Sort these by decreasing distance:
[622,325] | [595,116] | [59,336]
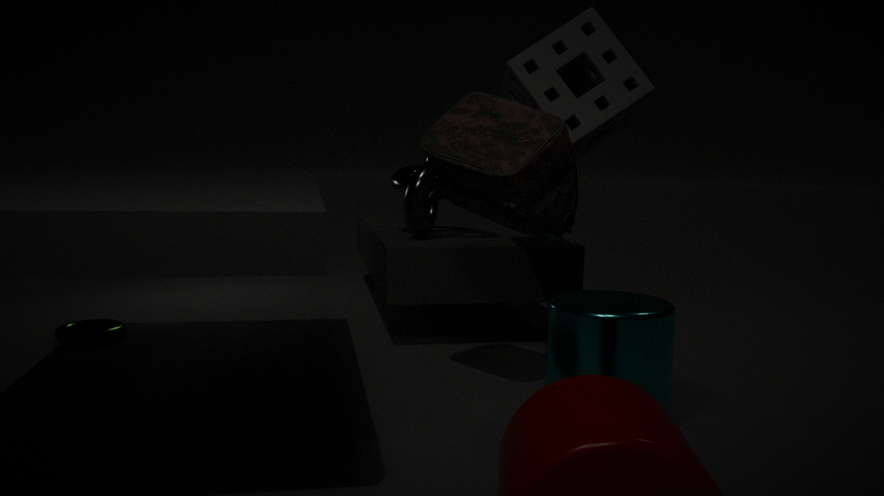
[59,336], [595,116], [622,325]
